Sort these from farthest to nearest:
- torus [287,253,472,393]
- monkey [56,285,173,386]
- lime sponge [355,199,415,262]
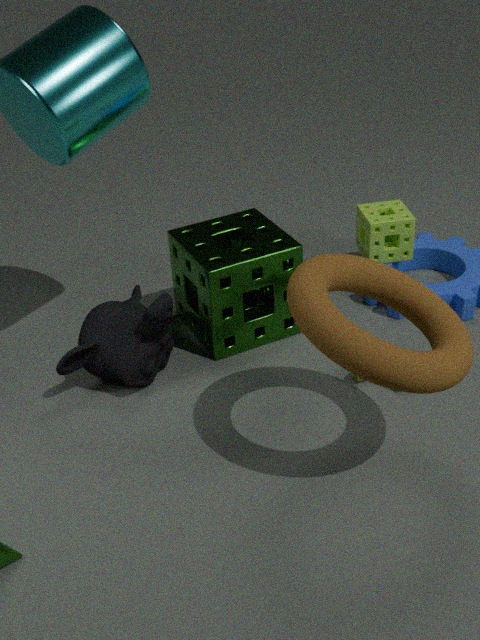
lime sponge [355,199,415,262] → monkey [56,285,173,386] → torus [287,253,472,393]
